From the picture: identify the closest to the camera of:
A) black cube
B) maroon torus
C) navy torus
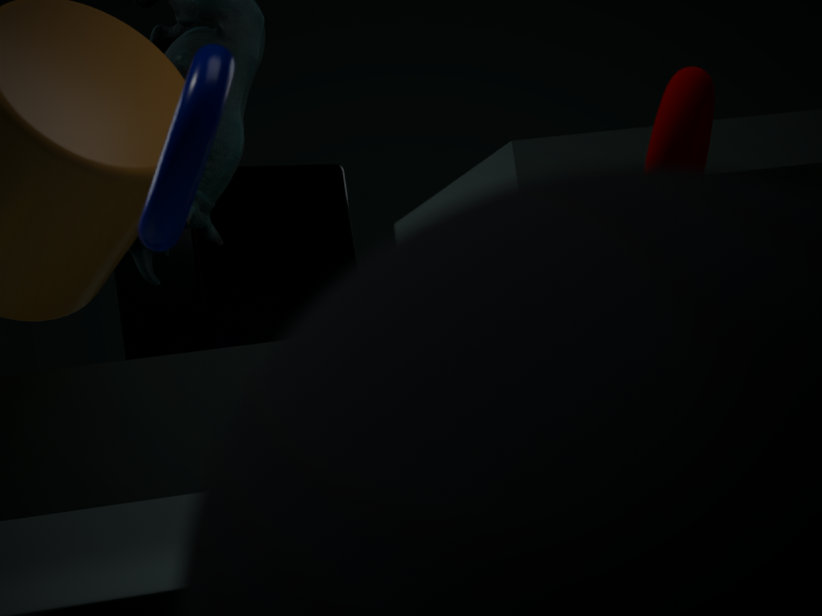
navy torus
